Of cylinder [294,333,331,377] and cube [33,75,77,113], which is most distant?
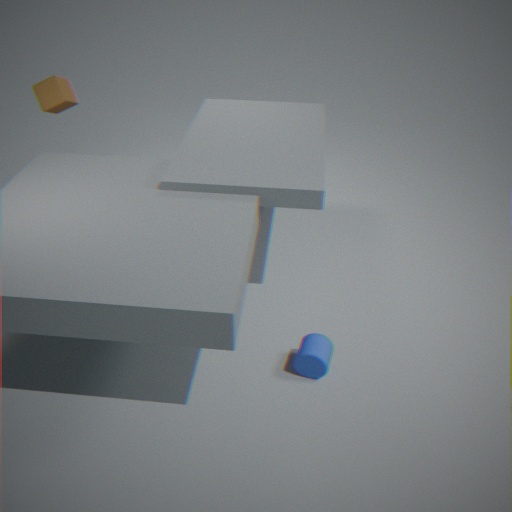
cube [33,75,77,113]
